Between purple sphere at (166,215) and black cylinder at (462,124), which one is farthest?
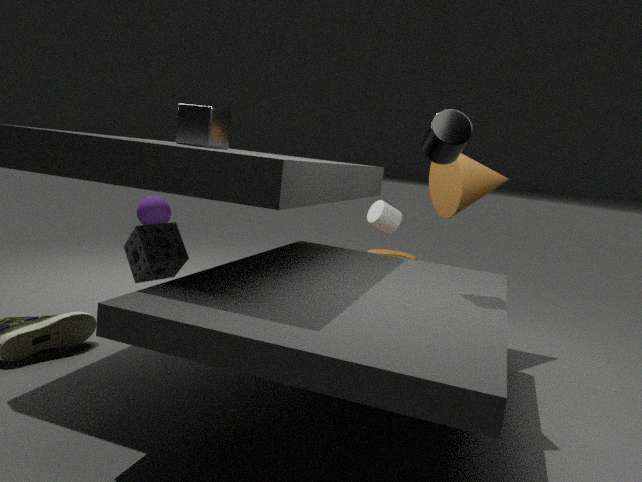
purple sphere at (166,215)
